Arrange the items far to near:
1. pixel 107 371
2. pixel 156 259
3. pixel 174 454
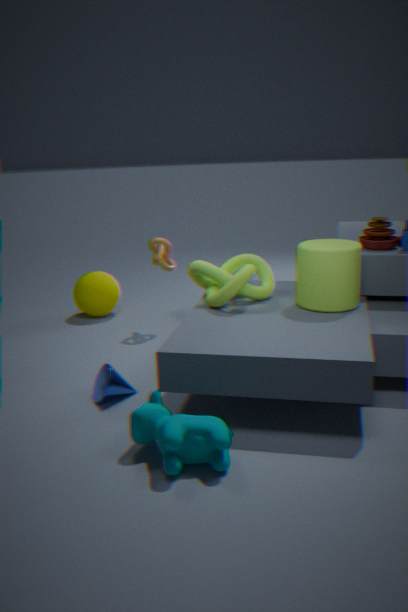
pixel 156 259 → pixel 107 371 → pixel 174 454
